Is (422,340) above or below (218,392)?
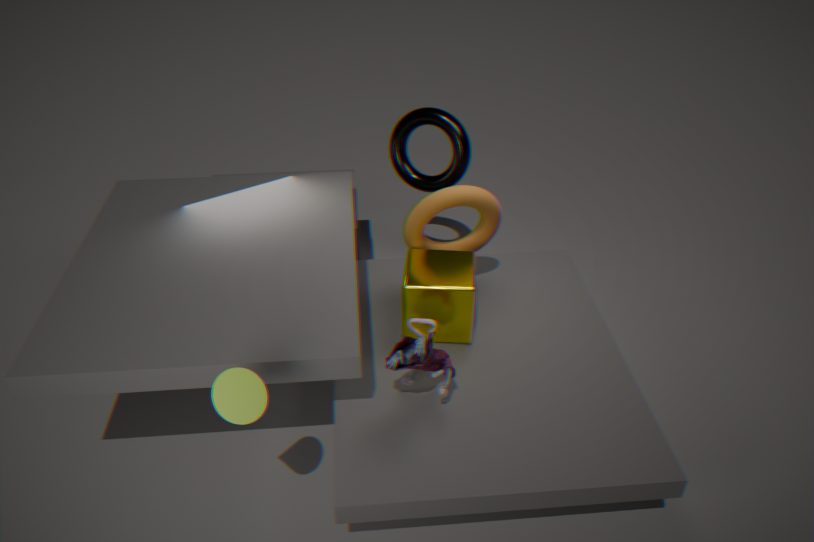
below
